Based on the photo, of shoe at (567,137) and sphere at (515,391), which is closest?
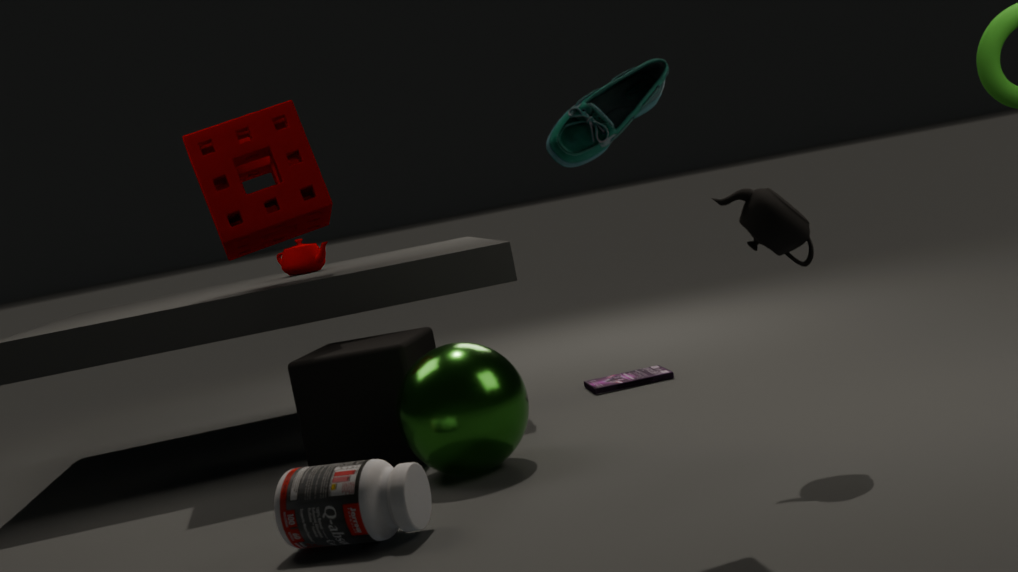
shoe at (567,137)
